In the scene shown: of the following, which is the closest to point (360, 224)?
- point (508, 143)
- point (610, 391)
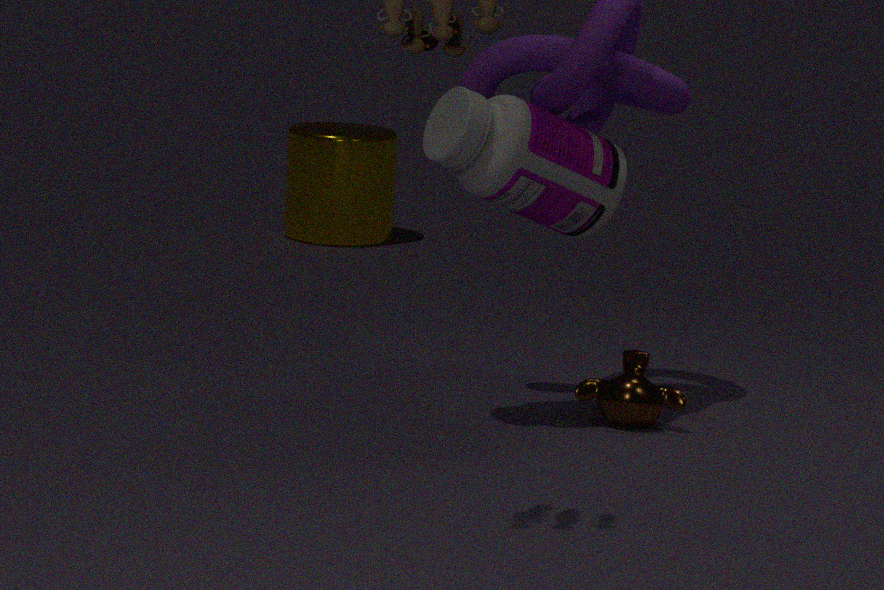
point (610, 391)
